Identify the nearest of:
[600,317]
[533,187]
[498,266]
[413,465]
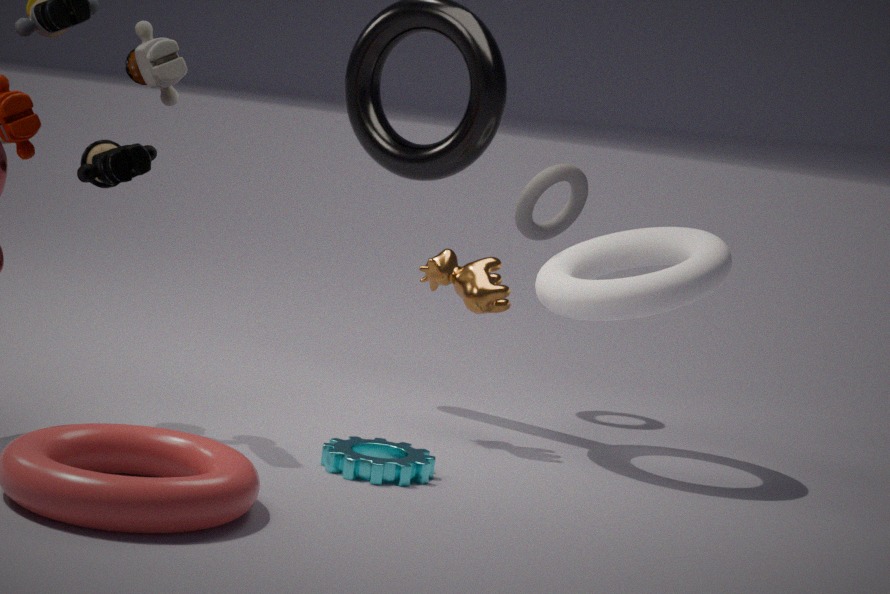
[413,465]
